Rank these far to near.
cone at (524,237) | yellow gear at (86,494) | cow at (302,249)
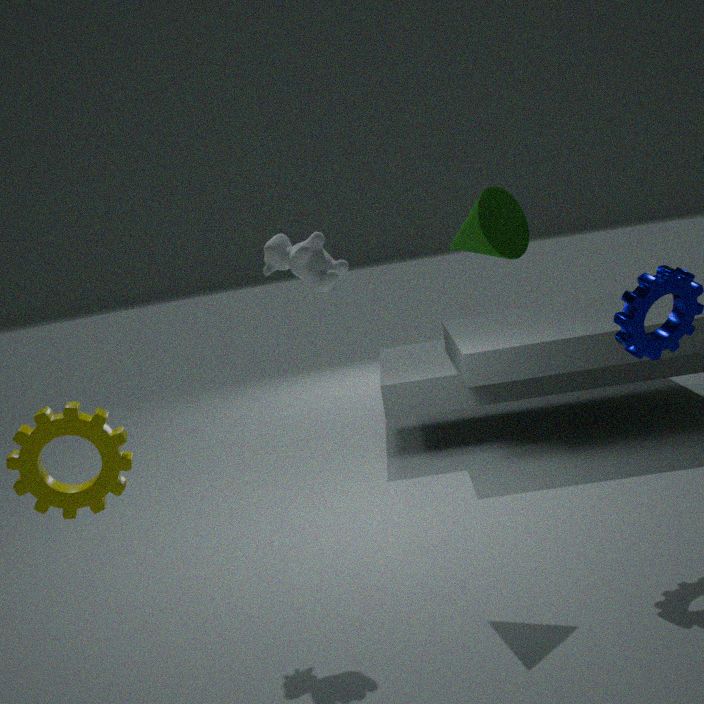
cone at (524,237), cow at (302,249), yellow gear at (86,494)
